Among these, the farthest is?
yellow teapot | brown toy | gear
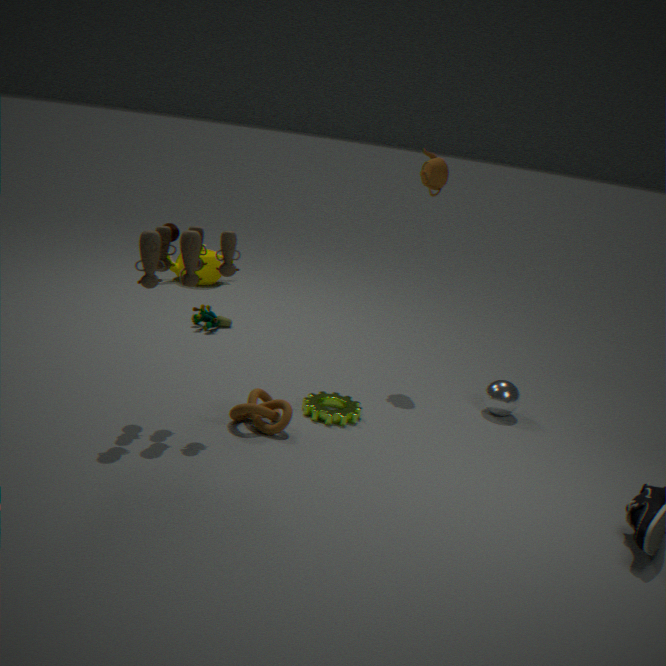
yellow teapot
